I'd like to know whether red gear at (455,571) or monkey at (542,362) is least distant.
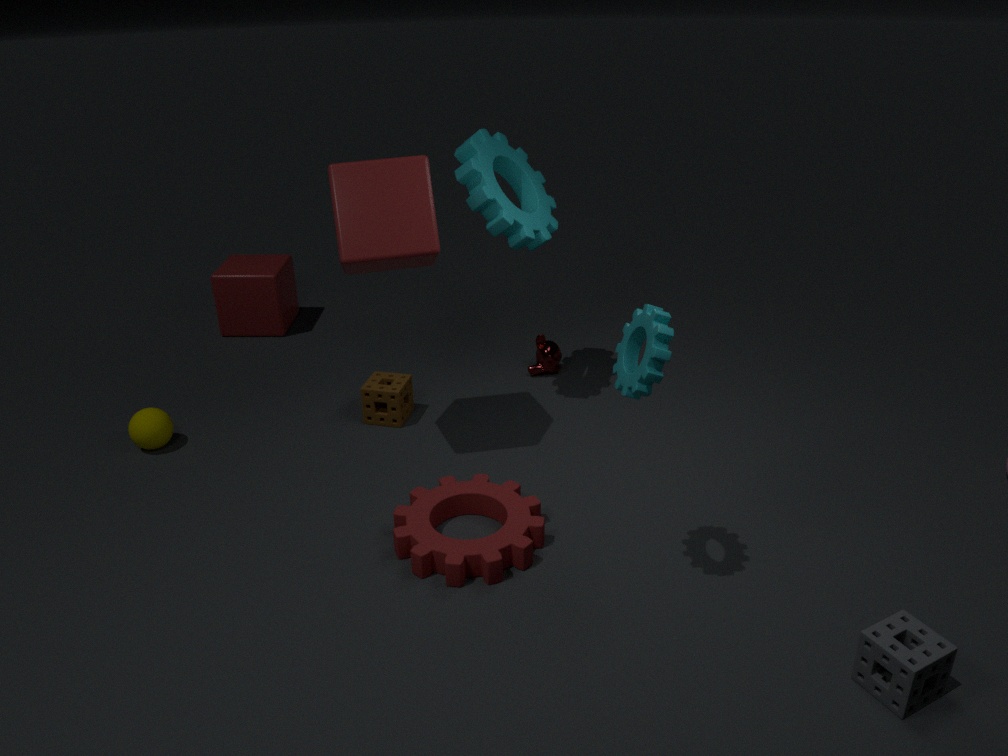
red gear at (455,571)
